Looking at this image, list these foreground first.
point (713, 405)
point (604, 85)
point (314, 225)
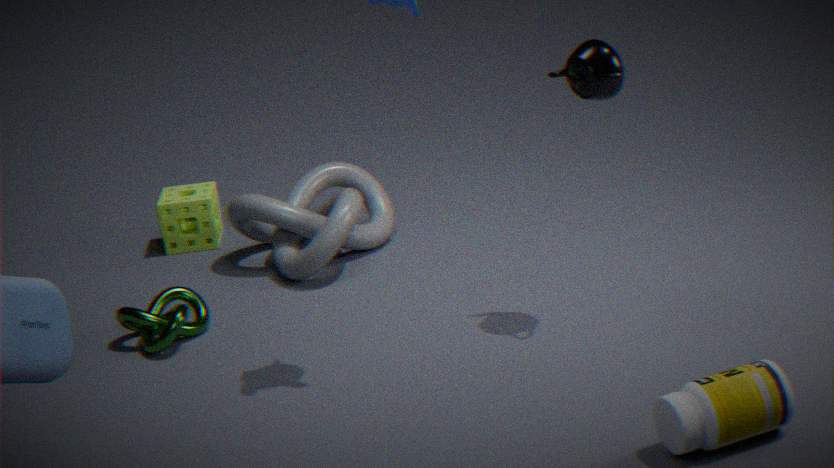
point (713, 405) → point (604, 85) → point (314, 225)
